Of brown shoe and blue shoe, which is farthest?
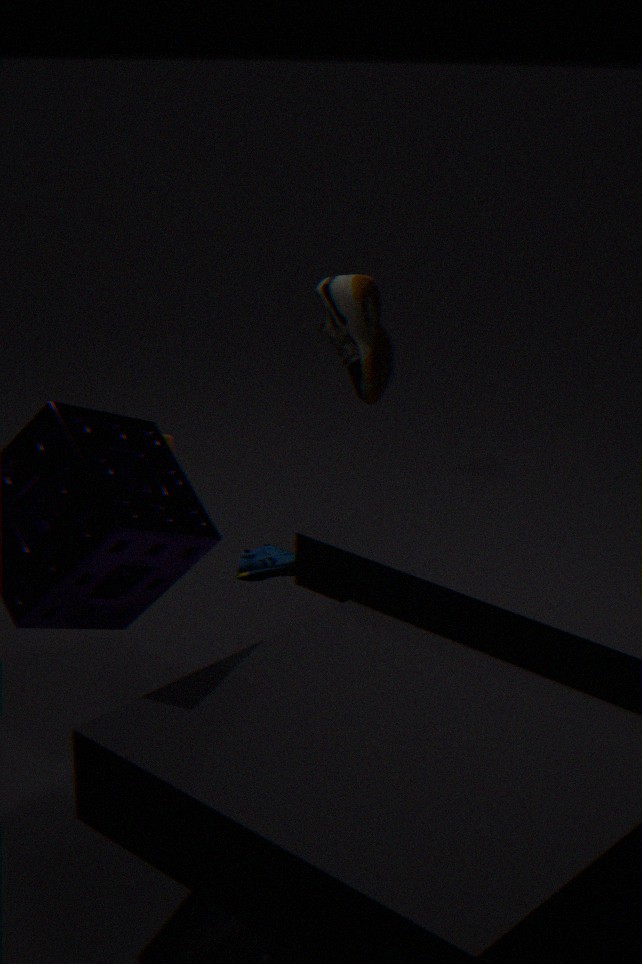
brown shoe
